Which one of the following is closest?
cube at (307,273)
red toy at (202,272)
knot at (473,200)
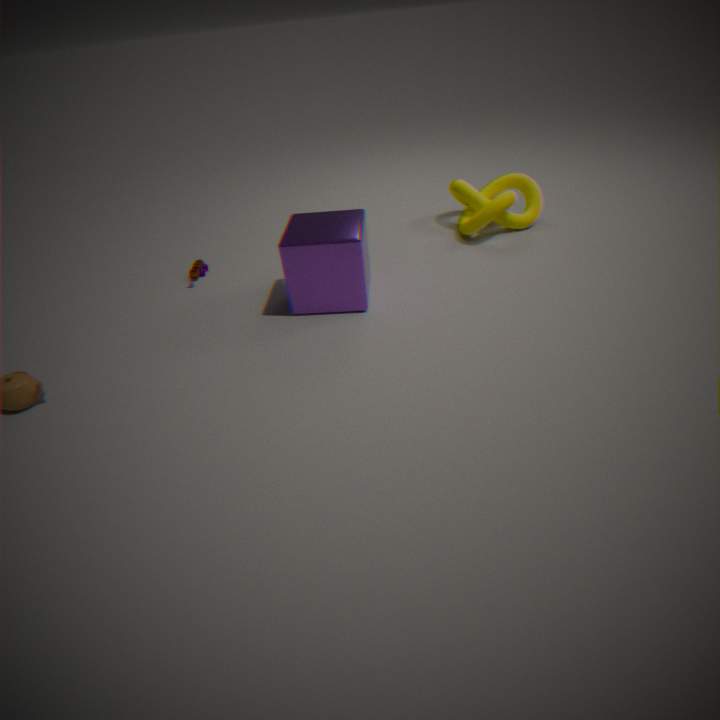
cube at (307,273)
